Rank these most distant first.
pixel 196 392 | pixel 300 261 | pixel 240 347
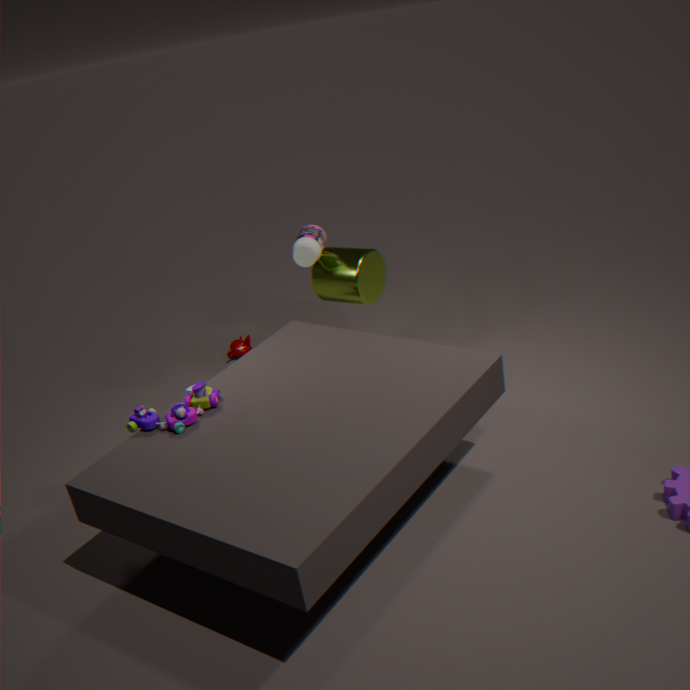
pixel 240 347, pixel 300 261, pixel 196 392
